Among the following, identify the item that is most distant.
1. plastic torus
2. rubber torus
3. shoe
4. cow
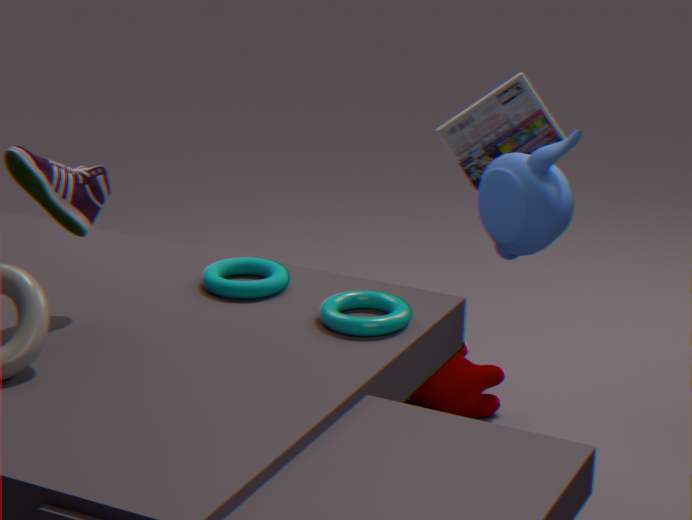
cow
